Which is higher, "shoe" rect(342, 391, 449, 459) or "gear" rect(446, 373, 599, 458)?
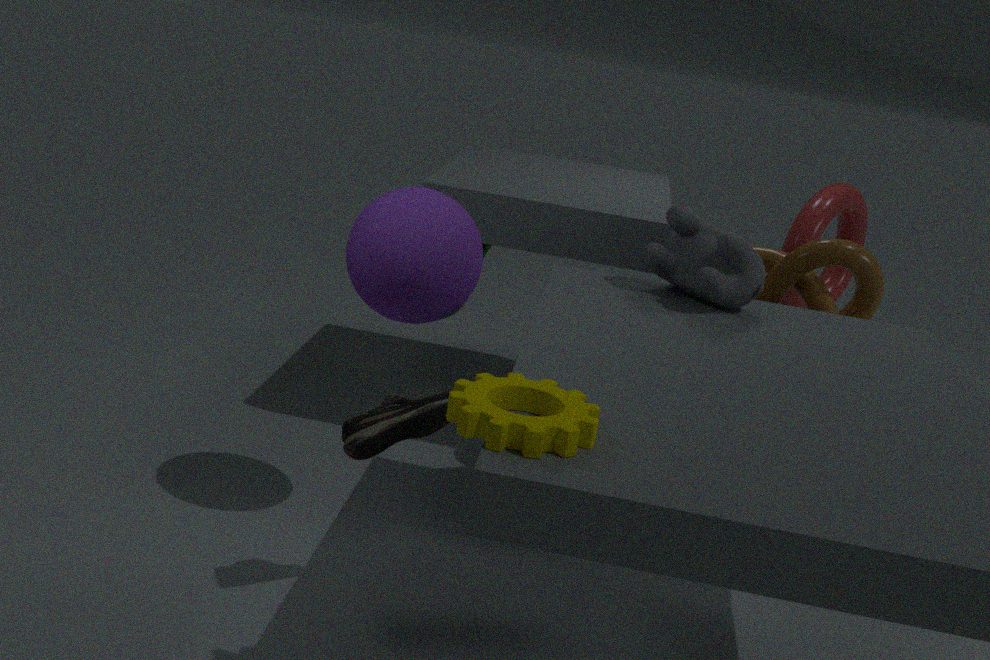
"gear" rect(446, 373, 599, 458)
